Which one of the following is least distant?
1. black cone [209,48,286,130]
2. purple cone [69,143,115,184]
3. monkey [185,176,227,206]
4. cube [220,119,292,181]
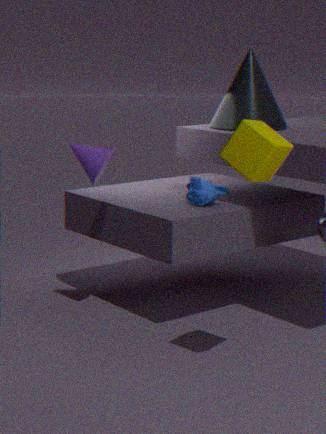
cube [220,119,292,181]
